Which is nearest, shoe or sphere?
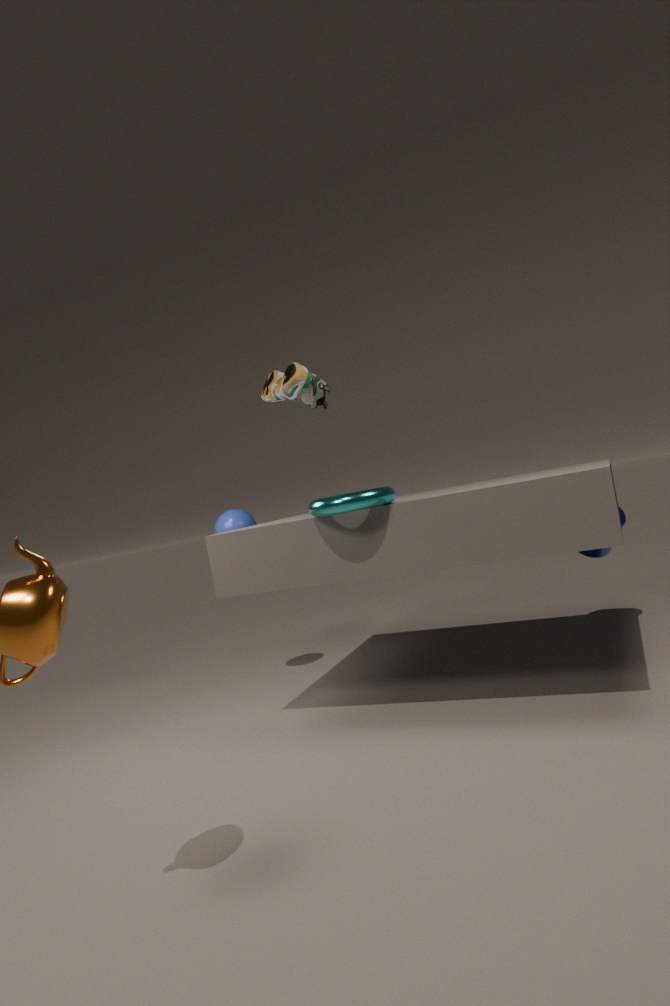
shoe
